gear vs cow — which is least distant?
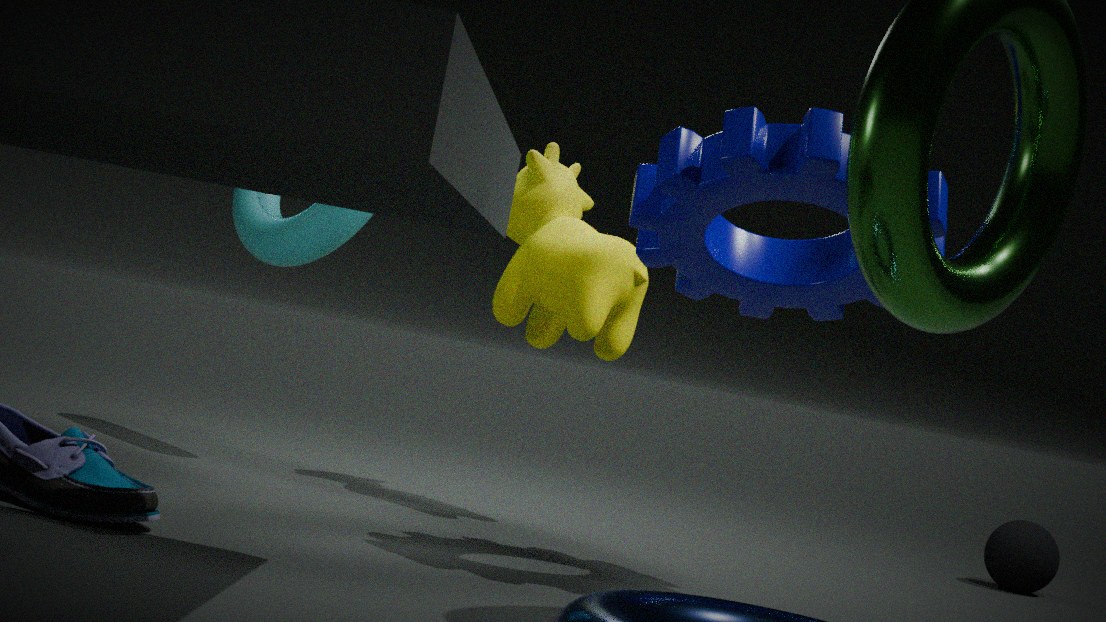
gear
